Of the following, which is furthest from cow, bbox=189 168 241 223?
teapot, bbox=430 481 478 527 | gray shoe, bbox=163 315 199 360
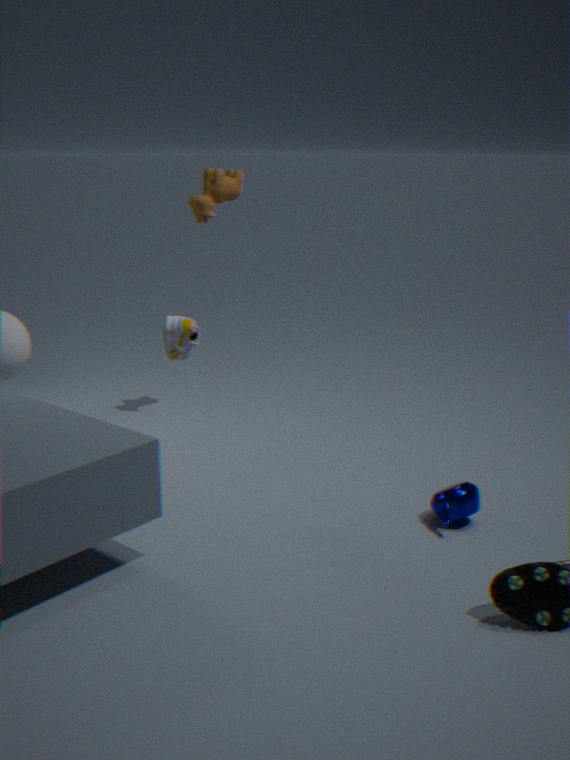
teapot, bbox=430 481 478 527
